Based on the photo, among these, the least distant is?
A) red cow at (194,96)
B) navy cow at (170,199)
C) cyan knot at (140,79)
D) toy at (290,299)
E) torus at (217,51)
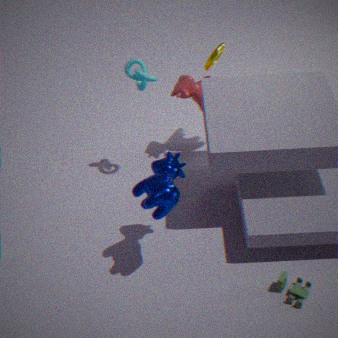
navy cow at (170,199)
